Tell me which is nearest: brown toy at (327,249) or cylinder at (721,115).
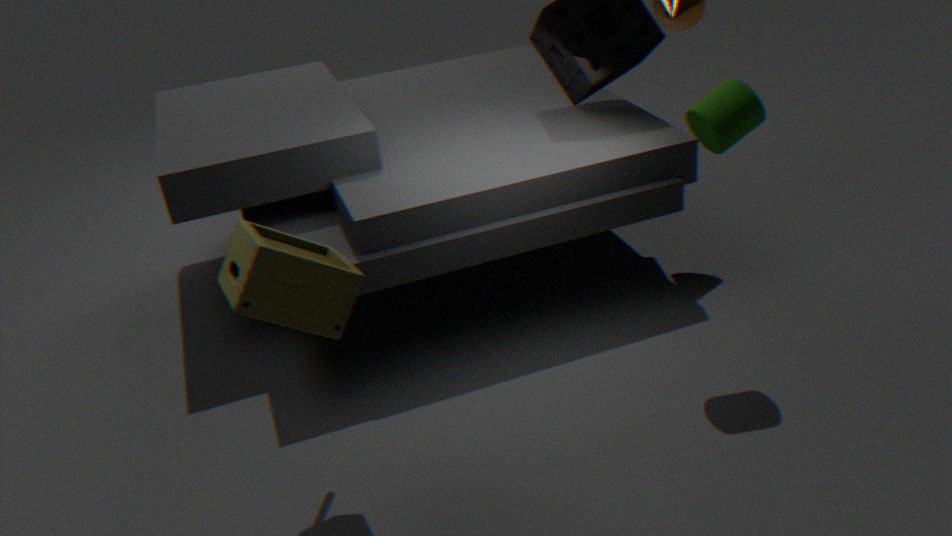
brown toy at (327,249)
